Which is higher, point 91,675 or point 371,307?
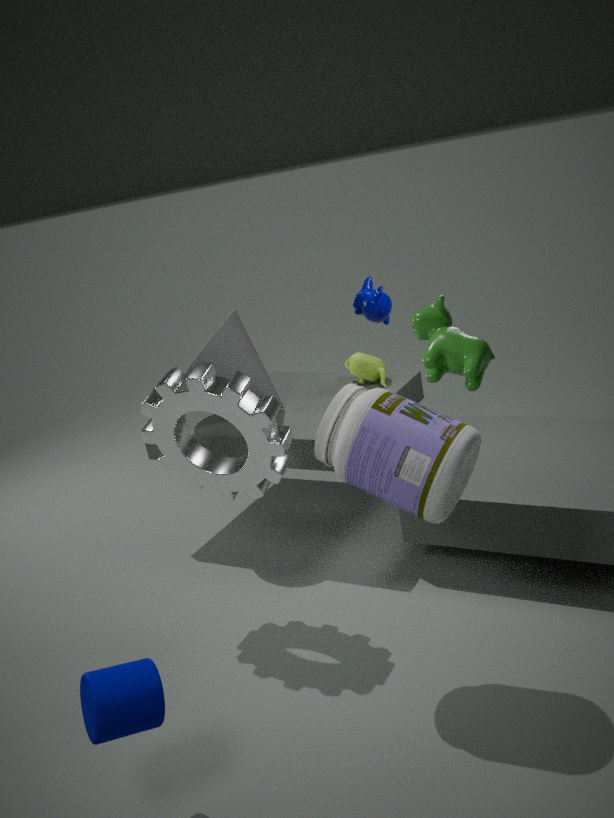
point 371,307
